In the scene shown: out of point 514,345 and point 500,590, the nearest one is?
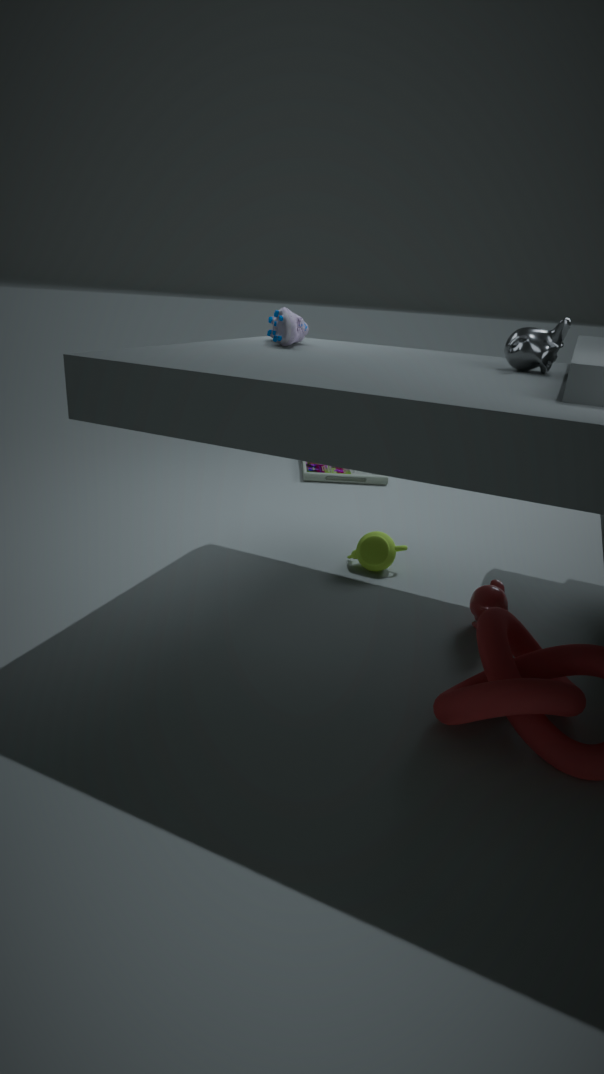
point 514,345
